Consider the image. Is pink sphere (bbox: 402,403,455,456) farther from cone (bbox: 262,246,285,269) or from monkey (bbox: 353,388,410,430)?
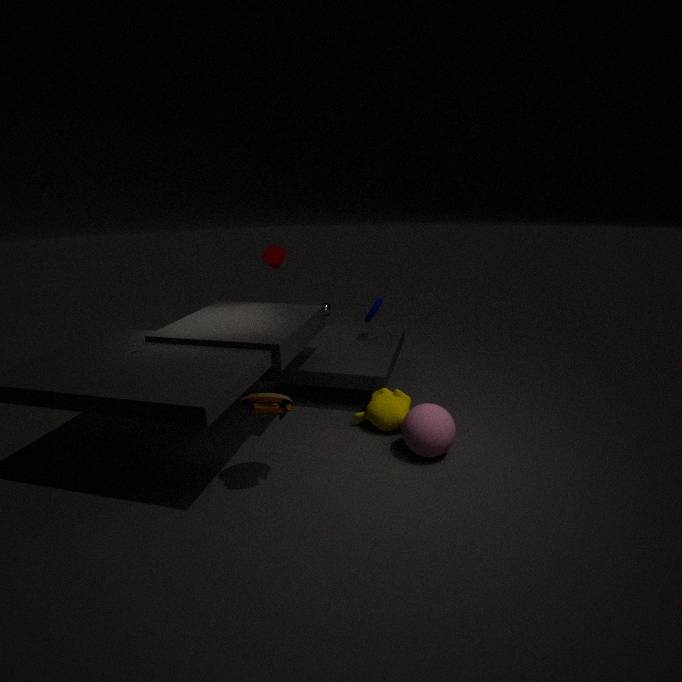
cone (bbox: 262,246,285,269)
